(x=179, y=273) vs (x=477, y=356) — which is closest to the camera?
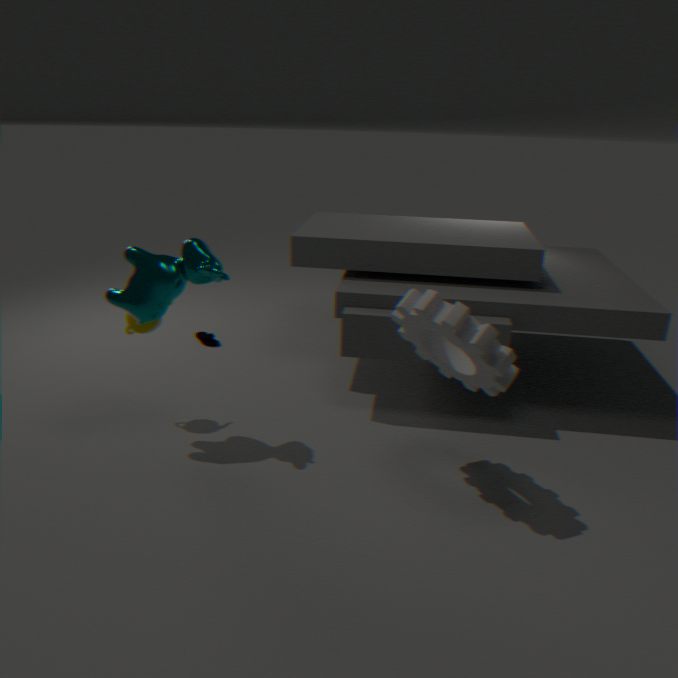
(x=477, y=356)
